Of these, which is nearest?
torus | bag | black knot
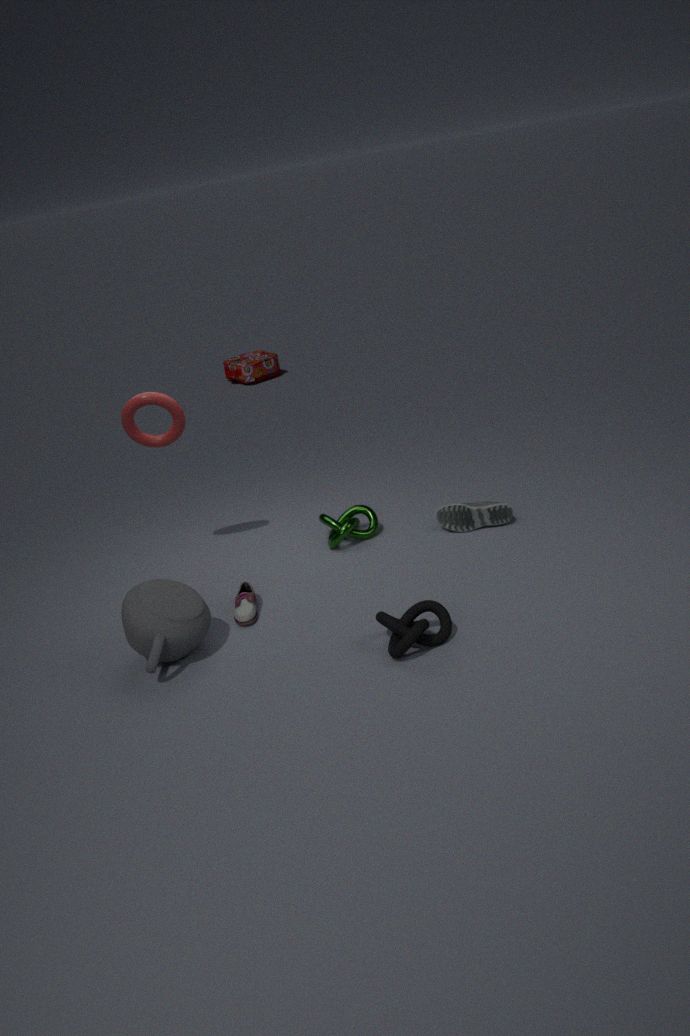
black knot
